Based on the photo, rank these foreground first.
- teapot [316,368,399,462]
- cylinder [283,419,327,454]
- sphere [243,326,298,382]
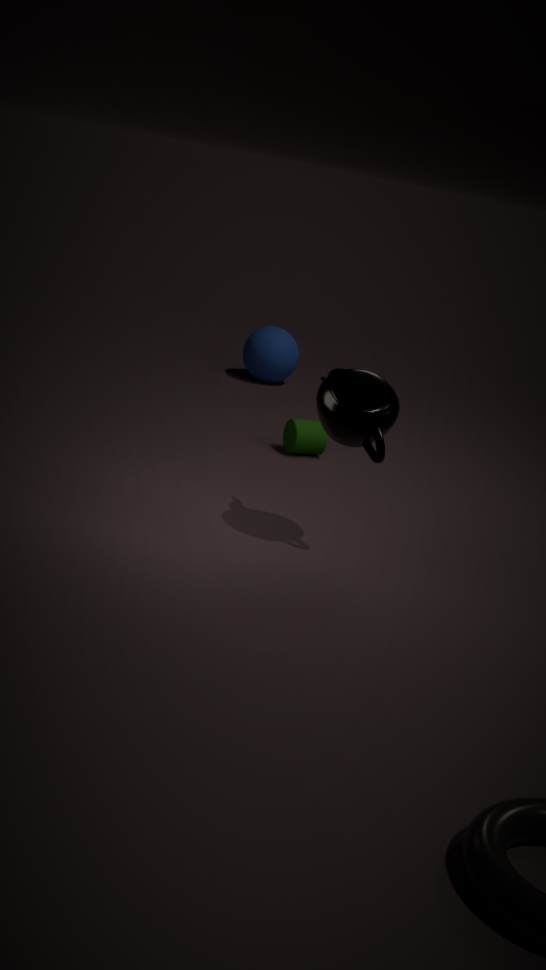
teapot [316,368,399,462] < cylinder [283,419,327,454] < sphere [243,326,298,382]
